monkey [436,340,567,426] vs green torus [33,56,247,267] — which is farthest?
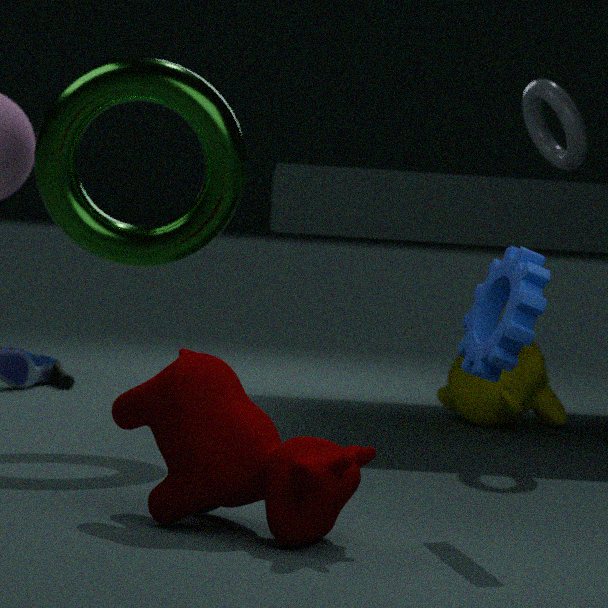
monkey [436,340,567,426]
